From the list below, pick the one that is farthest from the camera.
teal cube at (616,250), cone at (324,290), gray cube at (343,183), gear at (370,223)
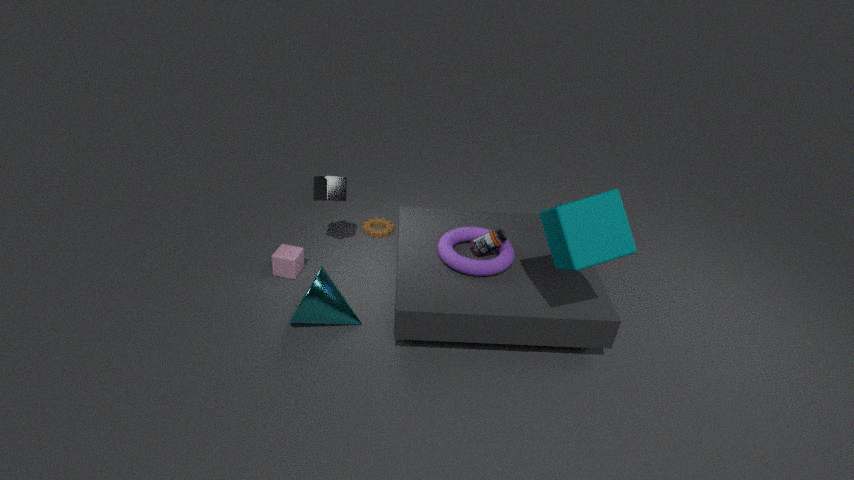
gear at (370,223)
